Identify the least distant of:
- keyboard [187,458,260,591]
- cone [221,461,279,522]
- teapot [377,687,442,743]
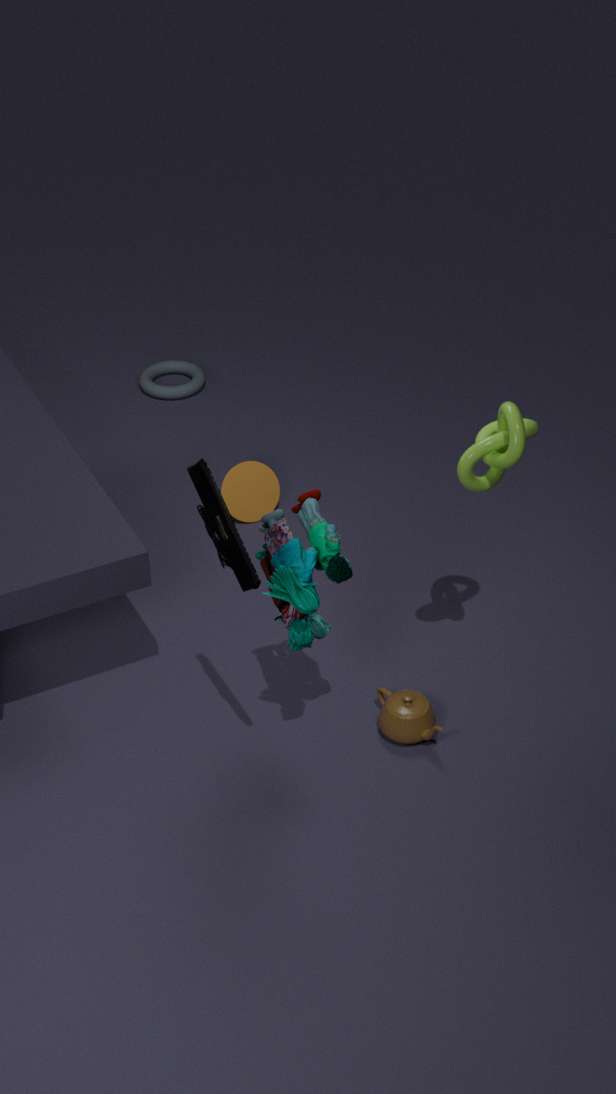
keyboard [187,458,260,591]
